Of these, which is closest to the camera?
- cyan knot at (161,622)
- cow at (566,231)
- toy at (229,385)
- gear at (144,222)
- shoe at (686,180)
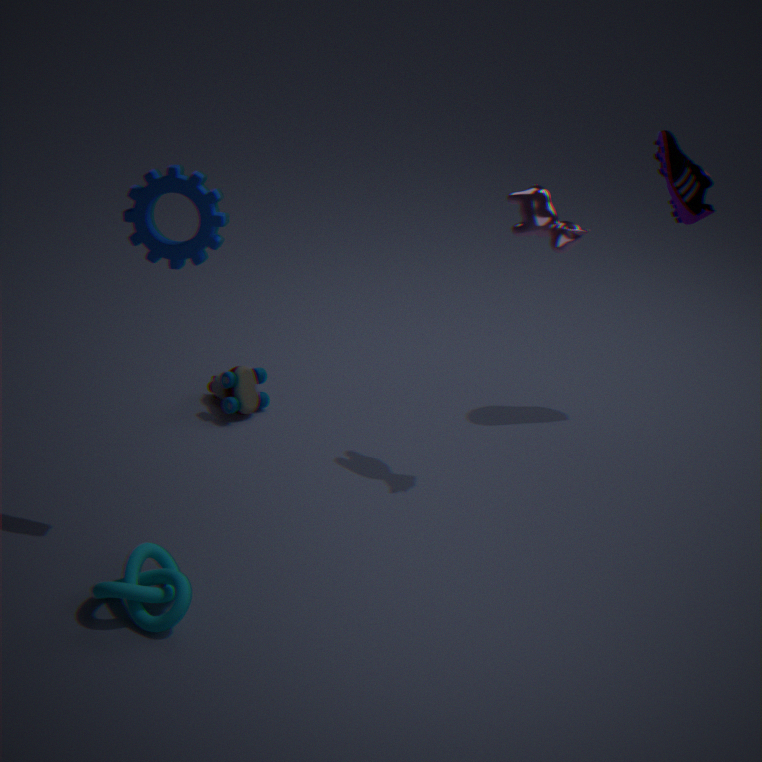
cyan knot at (161,622)
